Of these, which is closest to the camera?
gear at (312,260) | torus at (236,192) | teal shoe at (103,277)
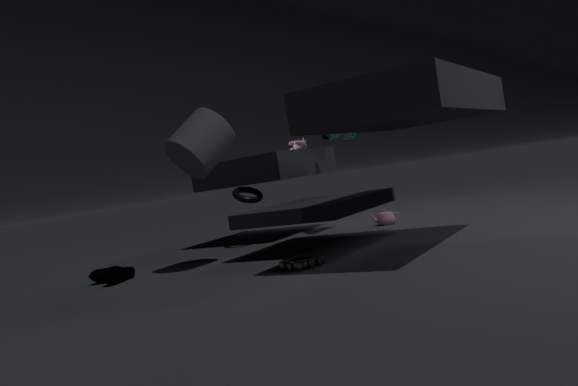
gear at (312,260)
